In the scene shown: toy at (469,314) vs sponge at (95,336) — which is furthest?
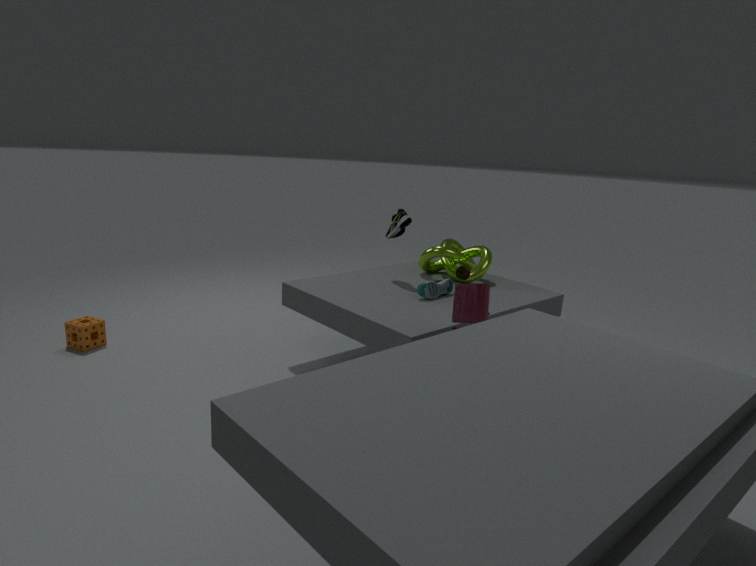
sponge at (95,336)
